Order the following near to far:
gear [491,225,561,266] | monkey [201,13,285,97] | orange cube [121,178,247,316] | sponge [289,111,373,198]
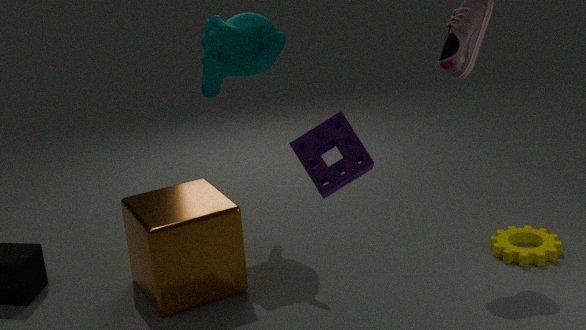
sponge [289,111,373,198] → orange cube [121,178,247,316] → monkey [201,13,285,97] → gear [491,225,561,266]
